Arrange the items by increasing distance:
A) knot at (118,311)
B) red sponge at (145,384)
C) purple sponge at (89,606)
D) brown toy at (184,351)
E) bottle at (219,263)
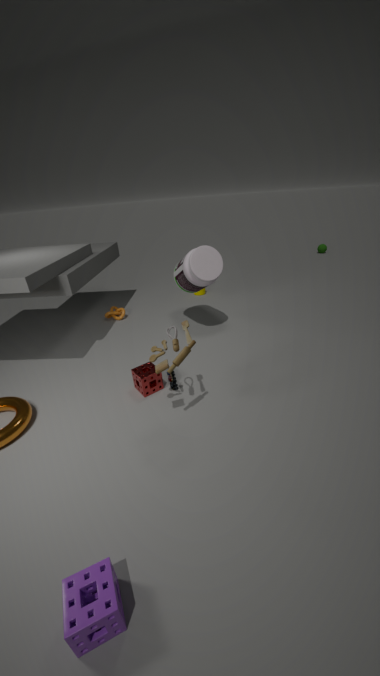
C. purple sponge at (89,606) → D. brown toy at (184,351) → B. red sponge at (145,384) → E. bottle at (219,263) → A. knot at (118,311)
